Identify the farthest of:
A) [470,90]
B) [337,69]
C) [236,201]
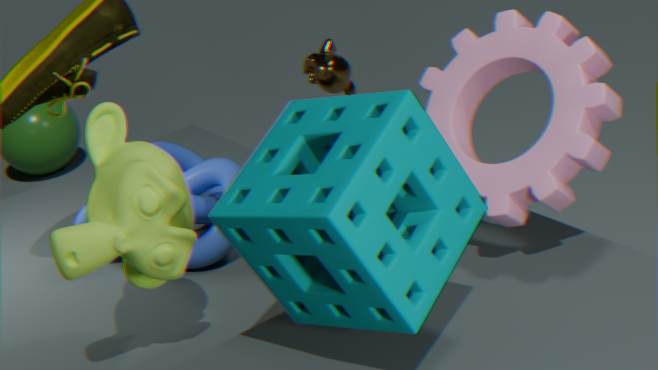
[337,69]
